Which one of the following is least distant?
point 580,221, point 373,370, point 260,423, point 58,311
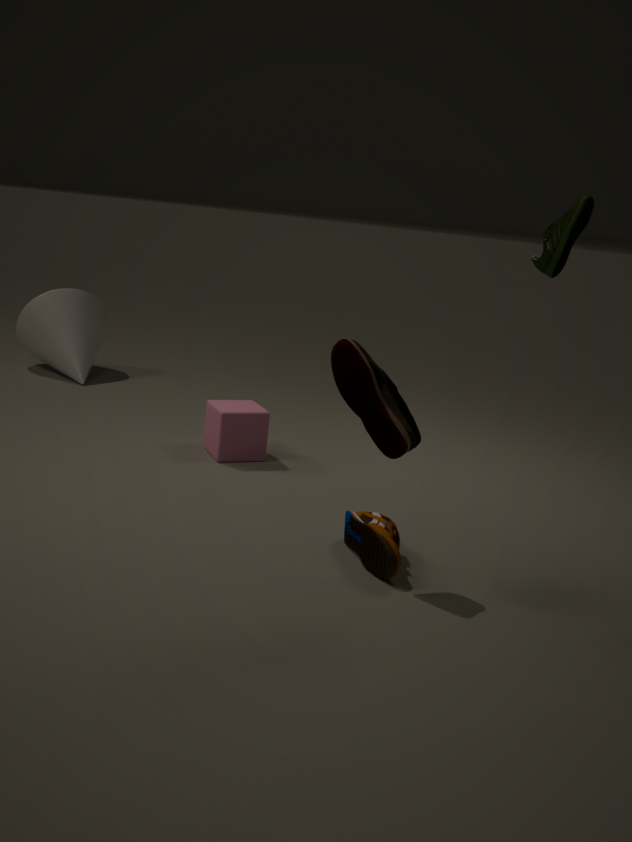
point 373,370
